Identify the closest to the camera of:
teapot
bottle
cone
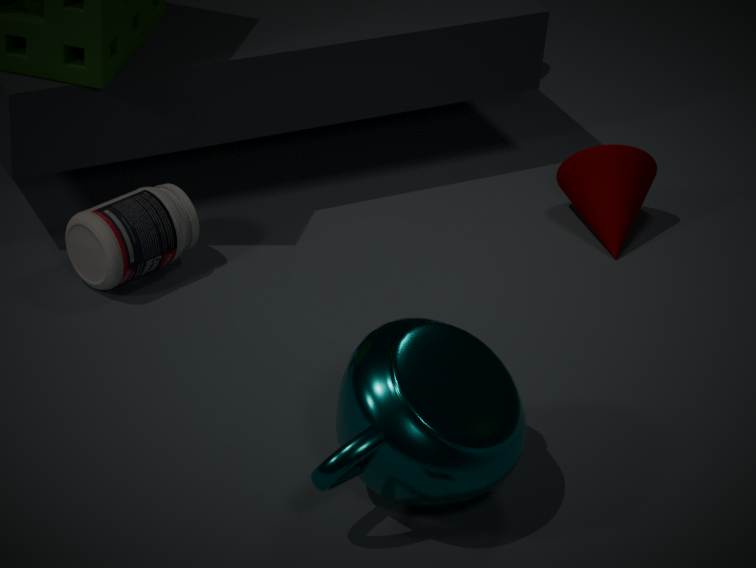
teapot
